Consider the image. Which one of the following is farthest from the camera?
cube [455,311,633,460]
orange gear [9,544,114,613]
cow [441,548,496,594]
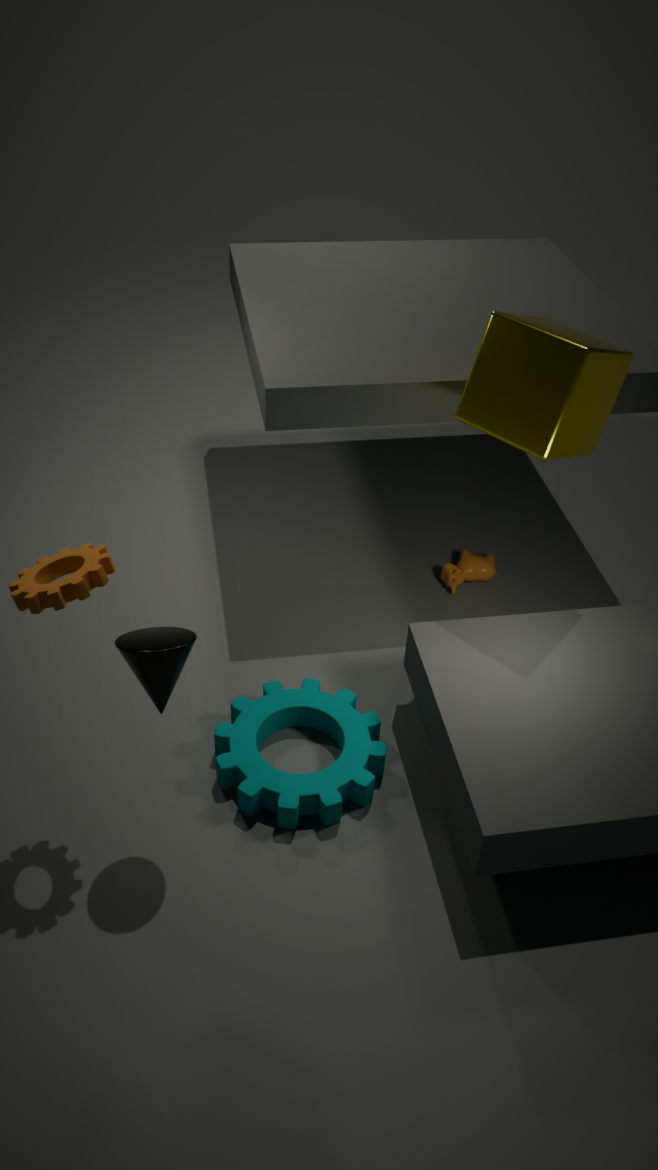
cow [441,548,496,594]
